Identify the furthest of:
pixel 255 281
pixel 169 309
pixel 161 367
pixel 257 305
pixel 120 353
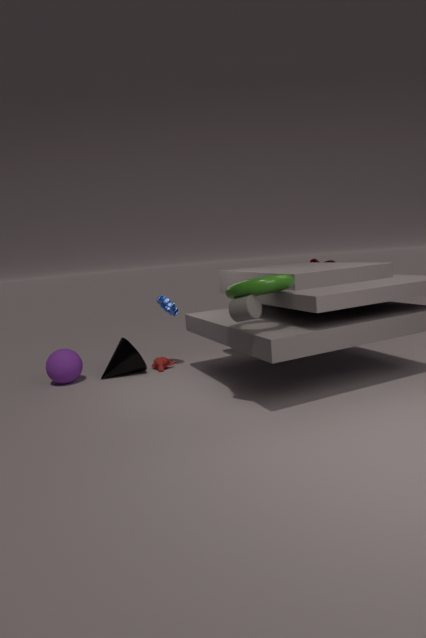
pixel 169 309
